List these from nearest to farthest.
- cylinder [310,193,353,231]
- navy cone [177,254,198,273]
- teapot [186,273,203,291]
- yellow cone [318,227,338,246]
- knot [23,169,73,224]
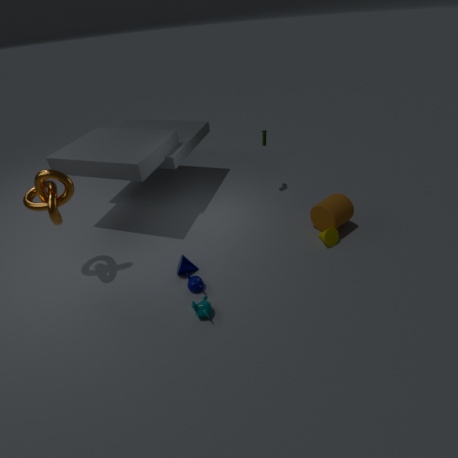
knot [23,169,73,224] → teapot [186,273,203,291] → navy cone [177,254,198,273] → yellow cone [318,227,338,246] → cylinder [310,193,353,231]
